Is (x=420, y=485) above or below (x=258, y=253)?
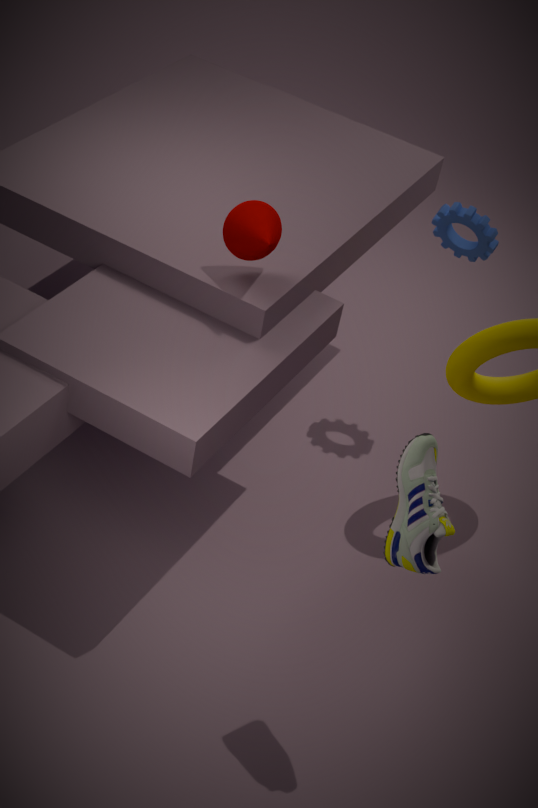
below
